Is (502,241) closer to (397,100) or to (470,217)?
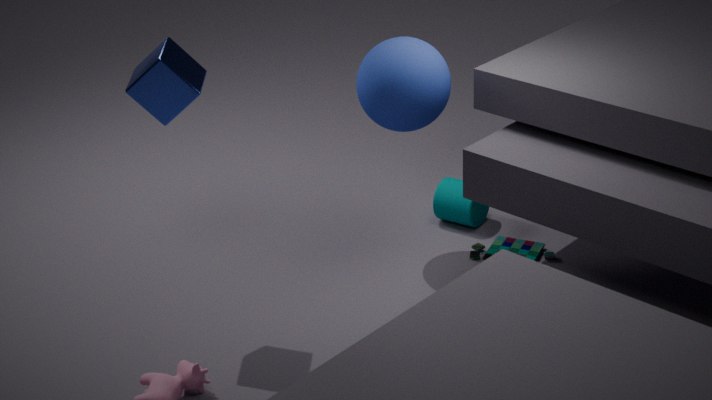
(470,217)
